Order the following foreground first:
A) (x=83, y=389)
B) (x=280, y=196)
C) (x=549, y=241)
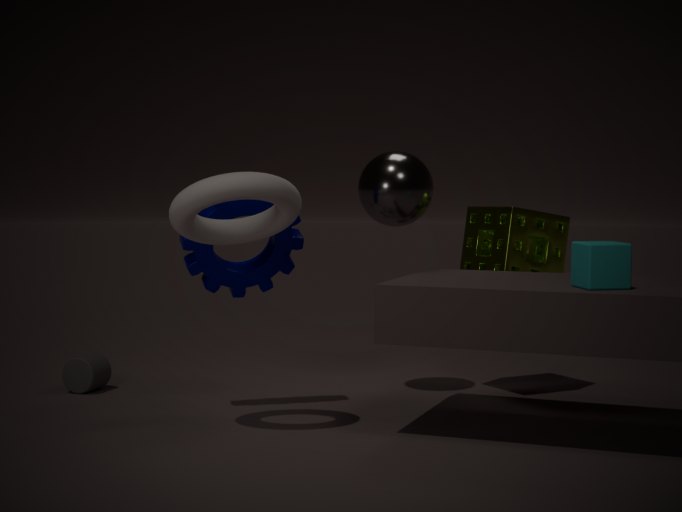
(x=280, y=196), (x=549, y=241), (x=83, y=389)
